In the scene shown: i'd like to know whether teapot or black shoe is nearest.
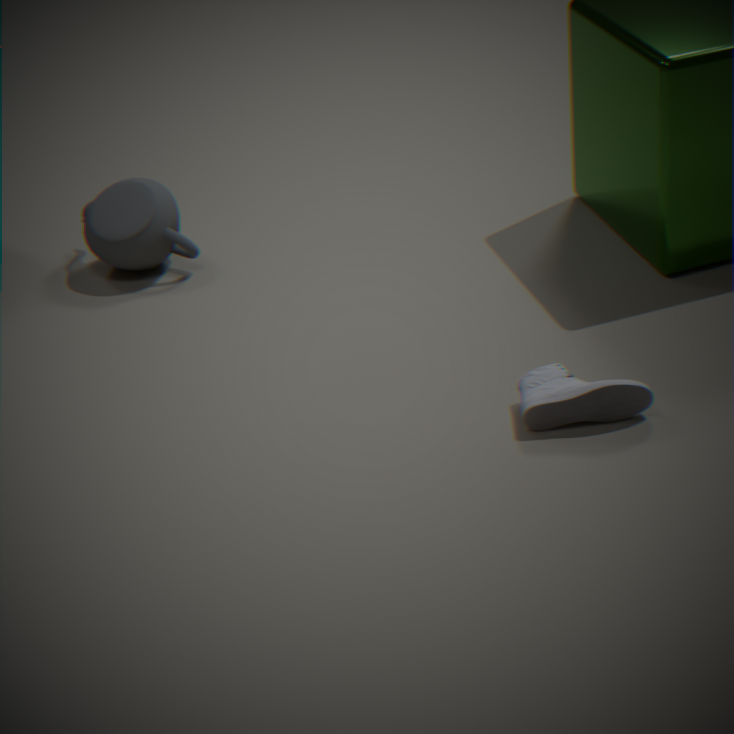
black shoe
